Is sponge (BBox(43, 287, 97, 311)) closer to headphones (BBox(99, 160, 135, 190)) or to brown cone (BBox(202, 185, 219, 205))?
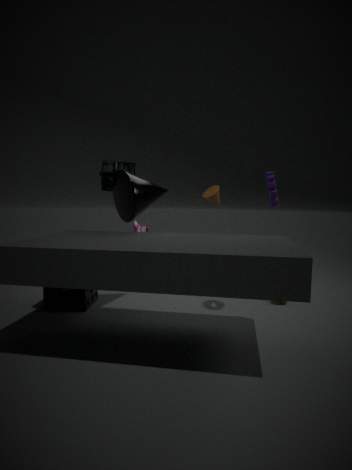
headphones (BBox(99, 160, 135, 190))
